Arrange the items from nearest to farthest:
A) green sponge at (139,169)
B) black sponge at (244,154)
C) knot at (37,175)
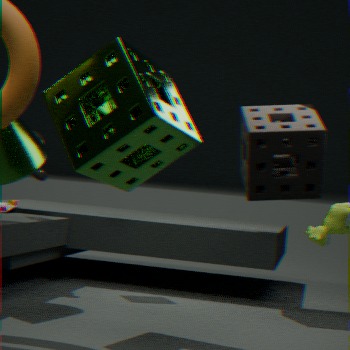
green sponge at (139,169) < black sponge at (244,154) < knot at (37,175)
